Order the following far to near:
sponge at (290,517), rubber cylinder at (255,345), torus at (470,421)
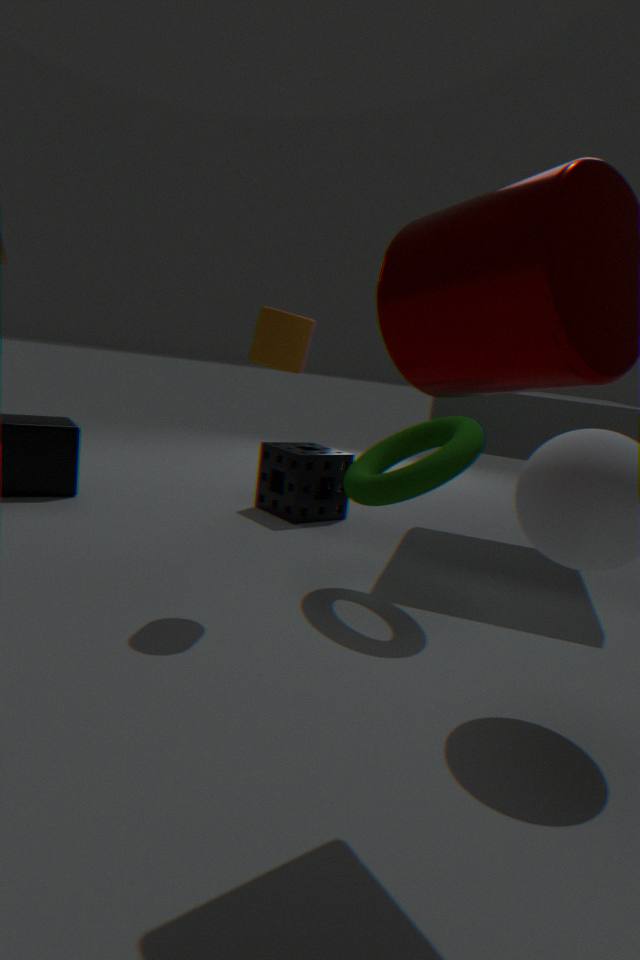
sponge at (290,517) → torus at (470,421) → rubber cylinder at (255,345)
